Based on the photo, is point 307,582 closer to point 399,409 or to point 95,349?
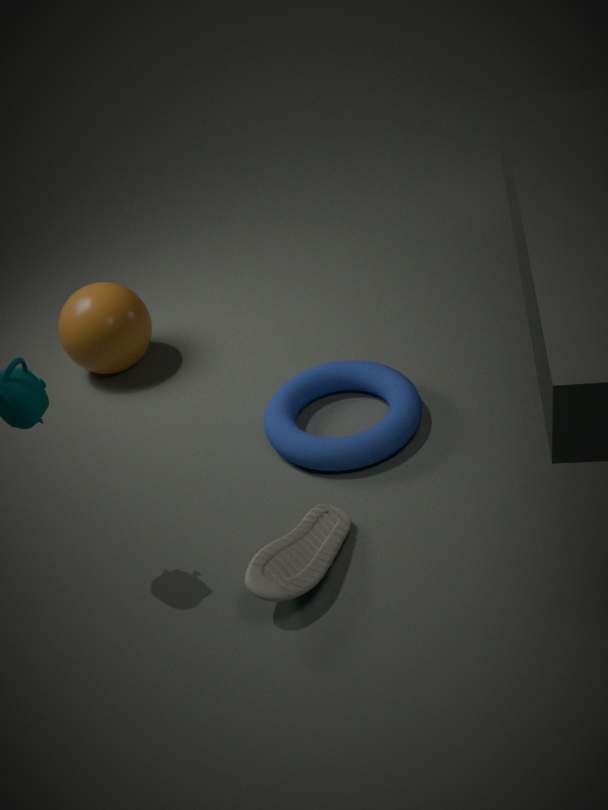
point 399,409
